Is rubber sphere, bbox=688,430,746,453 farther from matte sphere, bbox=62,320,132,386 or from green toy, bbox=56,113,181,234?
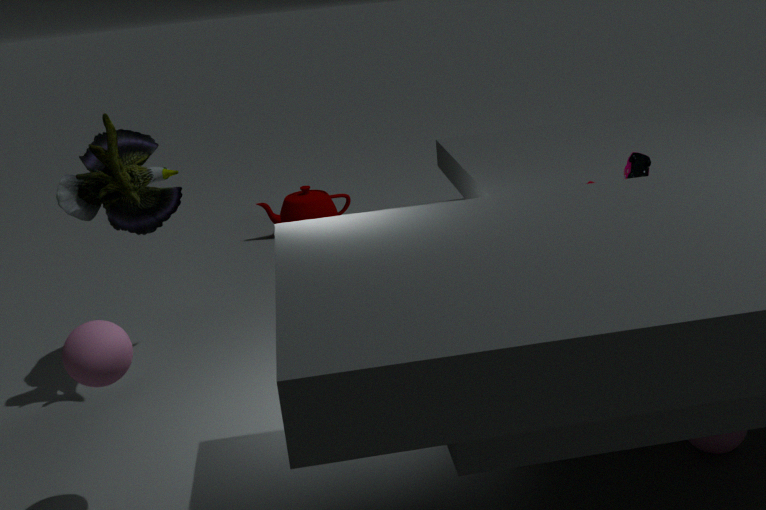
green toy, bbox=56,113,181,234
